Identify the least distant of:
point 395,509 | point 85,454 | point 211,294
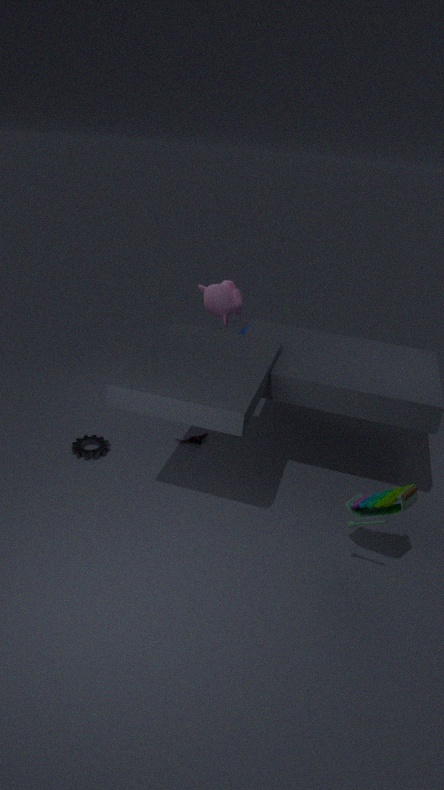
point 395,509
